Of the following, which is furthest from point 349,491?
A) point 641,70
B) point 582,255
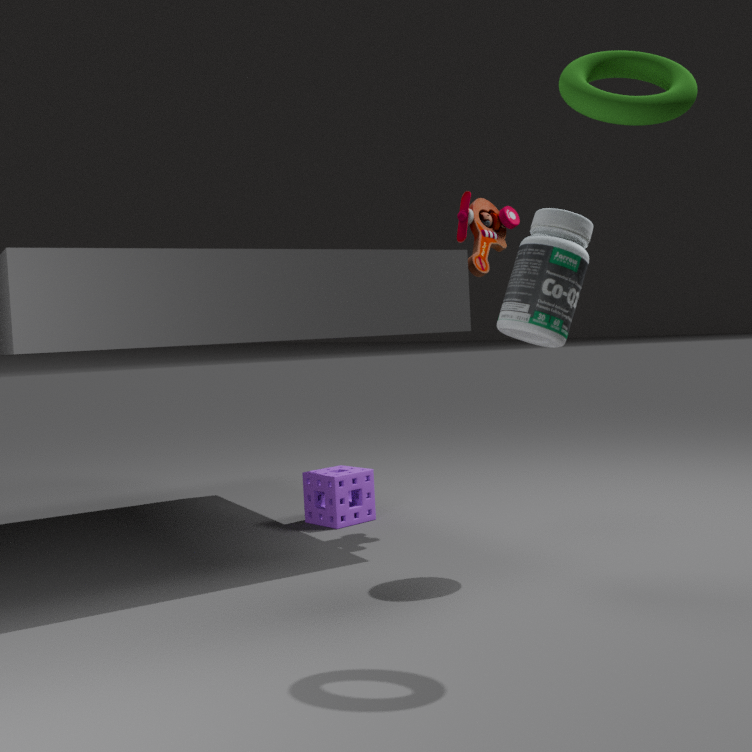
point 641,70
